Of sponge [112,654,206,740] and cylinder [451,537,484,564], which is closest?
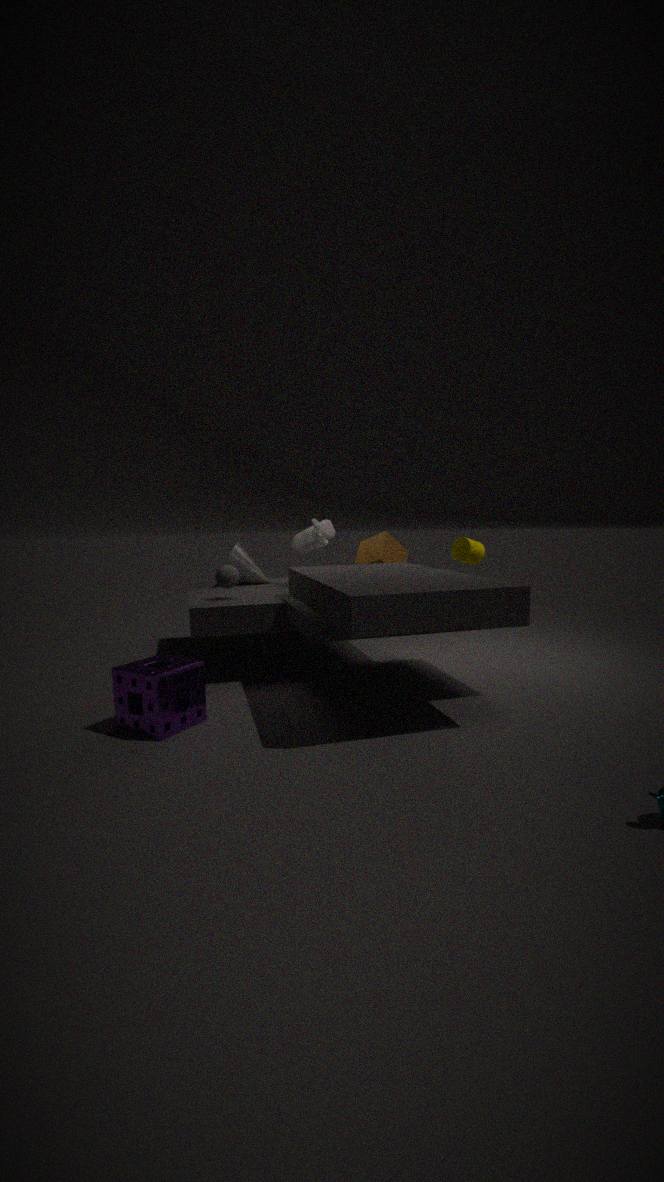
sponge [112,654,206,740]
